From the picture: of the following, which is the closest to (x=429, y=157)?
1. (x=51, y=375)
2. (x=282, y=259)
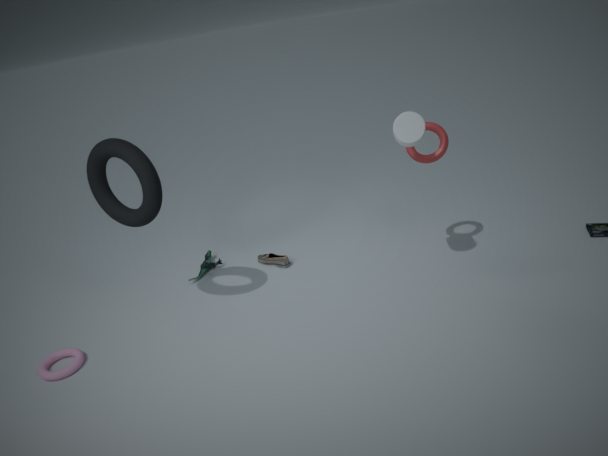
(x=282, y=259)
